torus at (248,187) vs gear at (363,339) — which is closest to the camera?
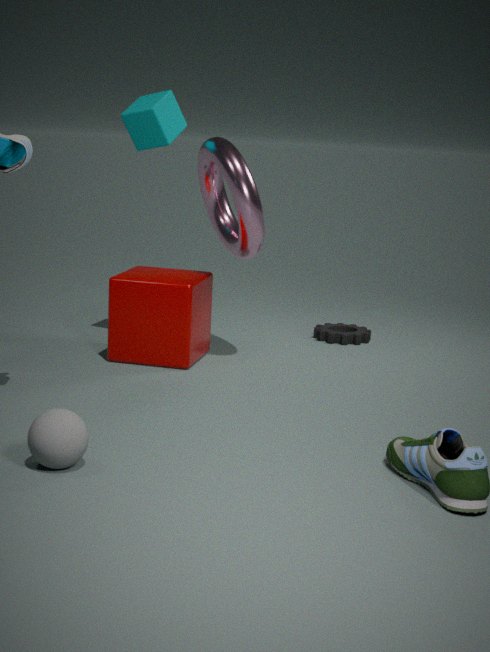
torus at (248,187)
